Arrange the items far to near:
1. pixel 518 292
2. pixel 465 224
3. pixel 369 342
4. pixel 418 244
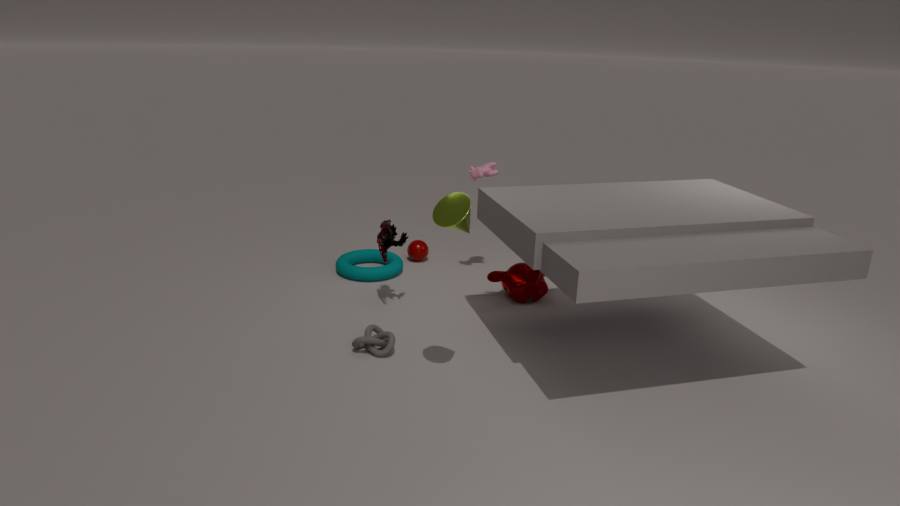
pixel 418 244
pixel 518 292
pixel 369 342
pixel 465 224
